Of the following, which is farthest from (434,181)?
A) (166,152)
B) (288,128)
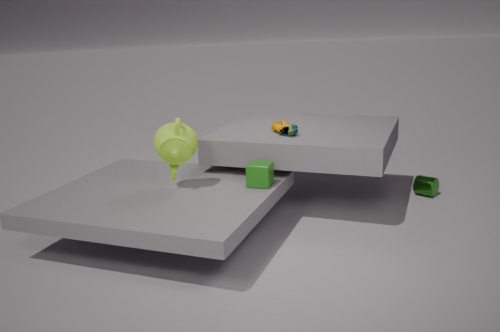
(166,152)
